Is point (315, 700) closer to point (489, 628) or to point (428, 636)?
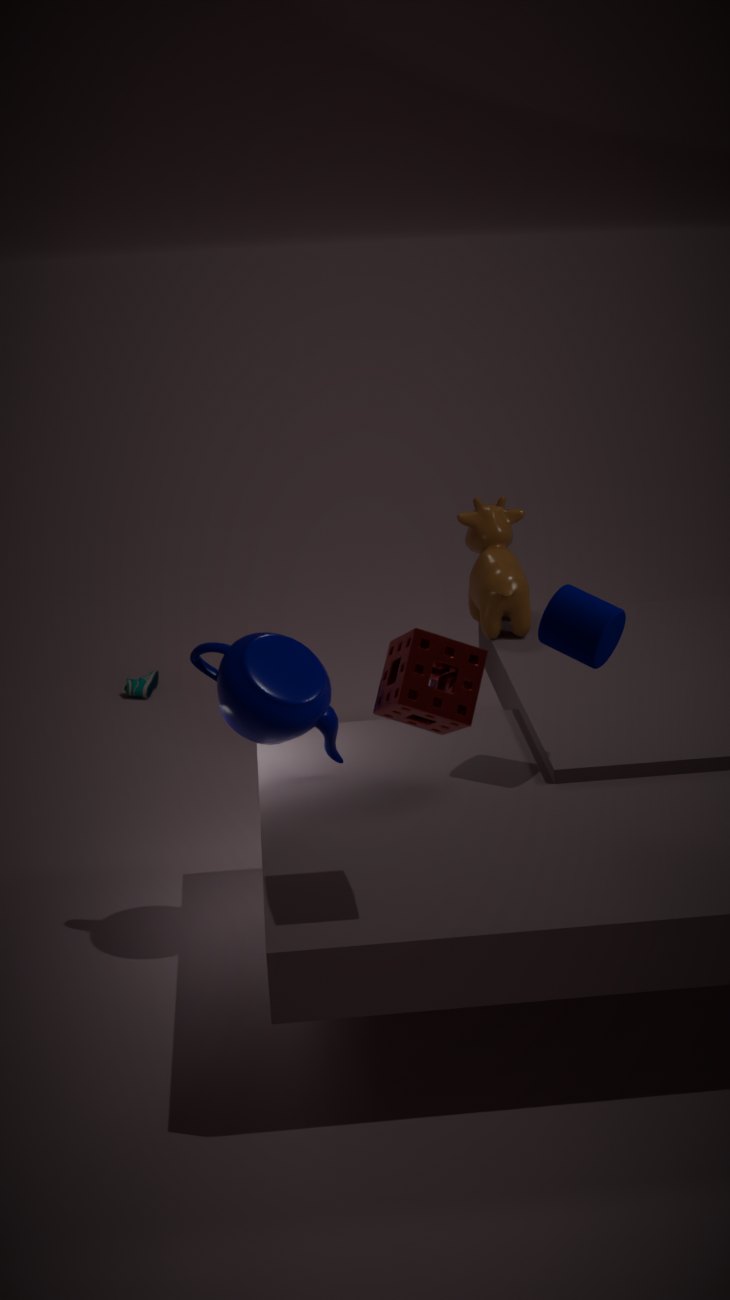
point (428, 636)
